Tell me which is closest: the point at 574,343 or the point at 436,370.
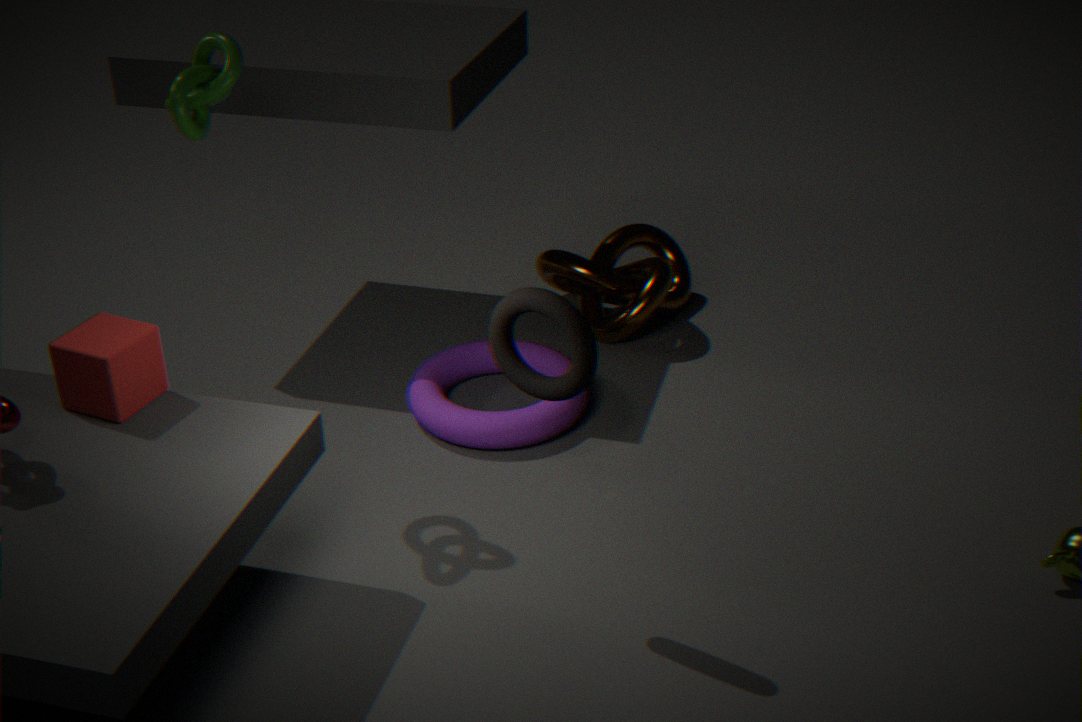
the point at 574,343
